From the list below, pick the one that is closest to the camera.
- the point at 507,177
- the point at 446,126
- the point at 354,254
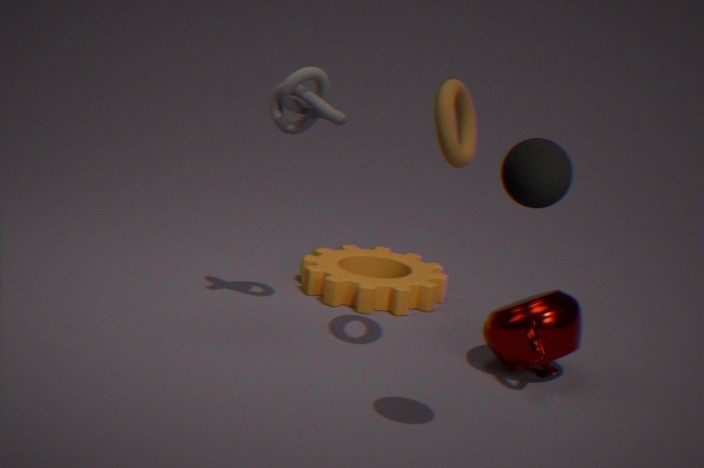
the point at 507,177
